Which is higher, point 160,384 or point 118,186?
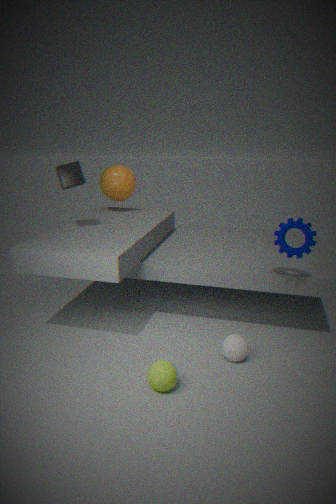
point 118,186
